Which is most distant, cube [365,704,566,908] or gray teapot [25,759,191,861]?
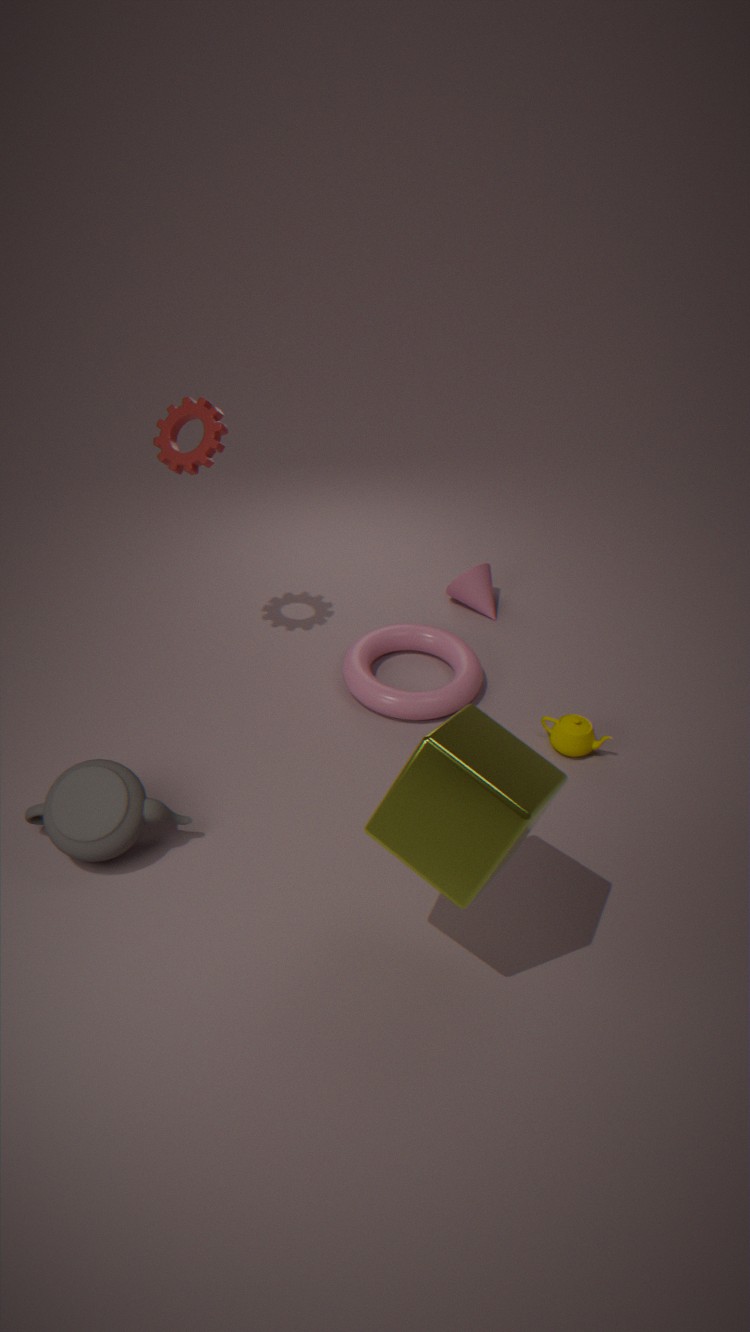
gray teapot [25,759,191,861]
